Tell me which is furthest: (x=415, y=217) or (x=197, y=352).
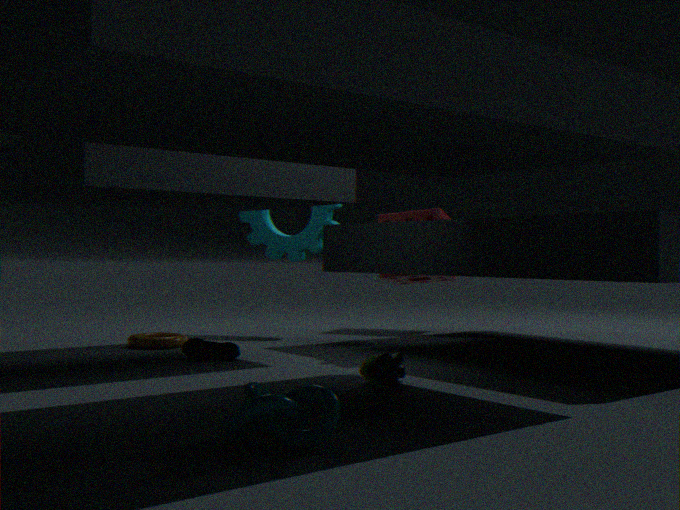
(x=415, y=217)
